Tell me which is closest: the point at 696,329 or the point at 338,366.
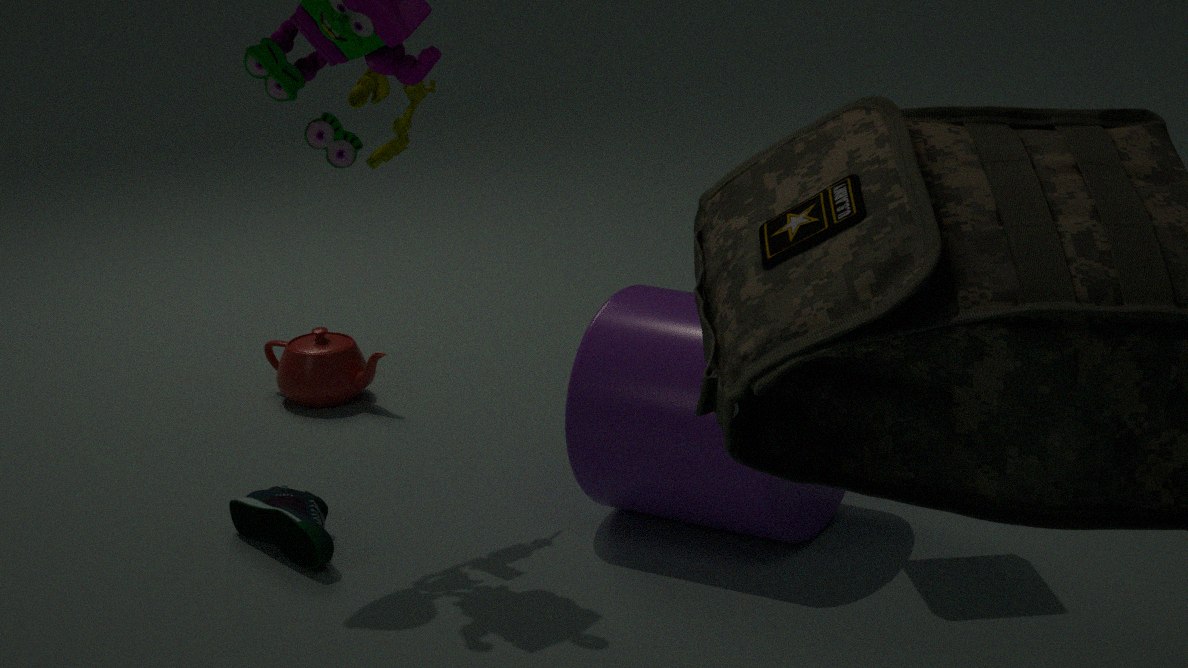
the point at 696,329
